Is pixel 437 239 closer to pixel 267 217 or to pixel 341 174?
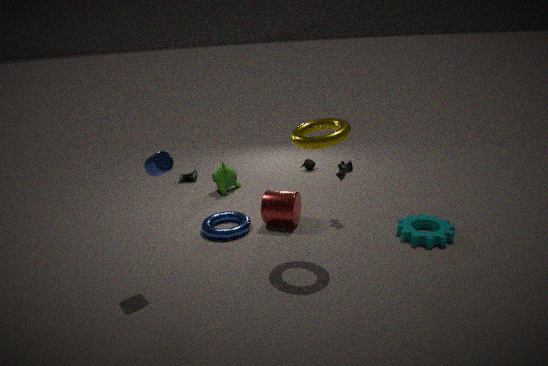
pixel 341 174
